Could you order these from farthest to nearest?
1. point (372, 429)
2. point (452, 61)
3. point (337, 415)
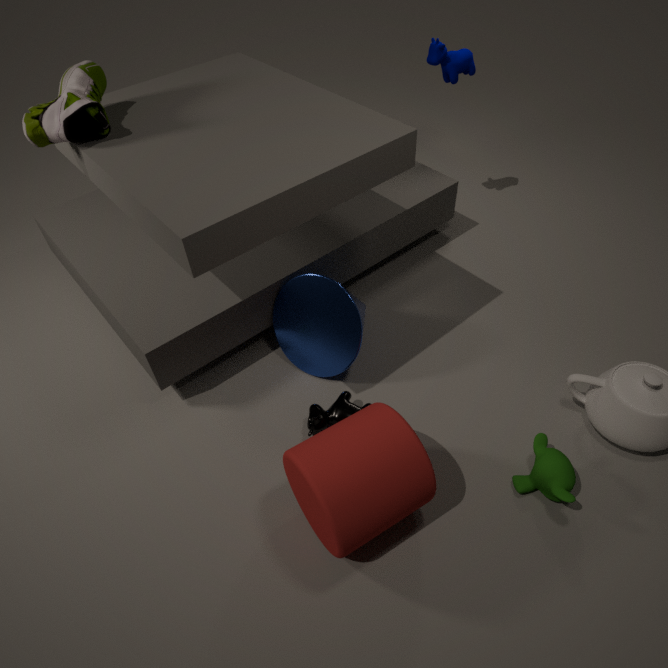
point (452, 61) < point (337, 415) < point (372, 429)
